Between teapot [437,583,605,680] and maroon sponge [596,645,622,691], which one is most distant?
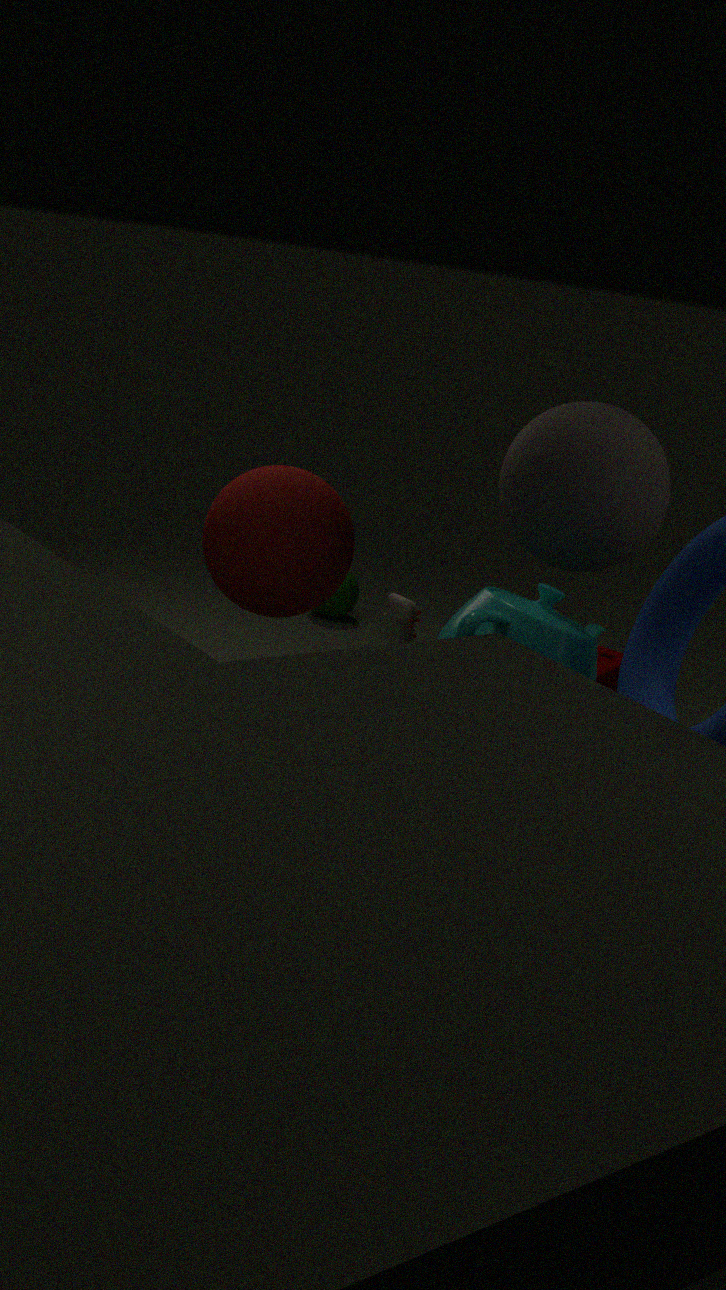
maroon sponge [596,645,622,691]
